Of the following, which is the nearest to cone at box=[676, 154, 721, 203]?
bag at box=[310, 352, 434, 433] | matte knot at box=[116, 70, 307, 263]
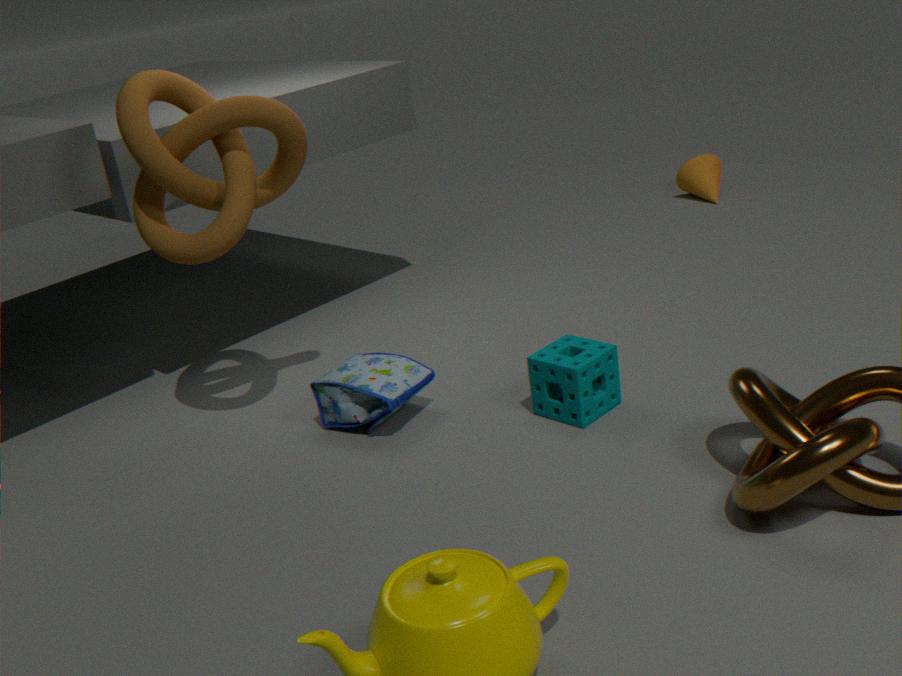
bag at box=[310, 352, 434, 433]
